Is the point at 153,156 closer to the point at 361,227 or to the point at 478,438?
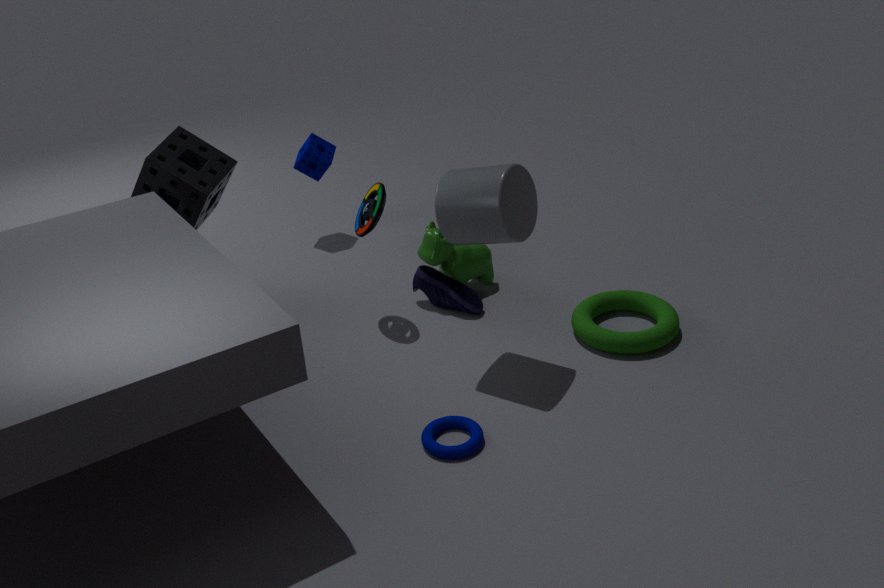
the point at 361,227
